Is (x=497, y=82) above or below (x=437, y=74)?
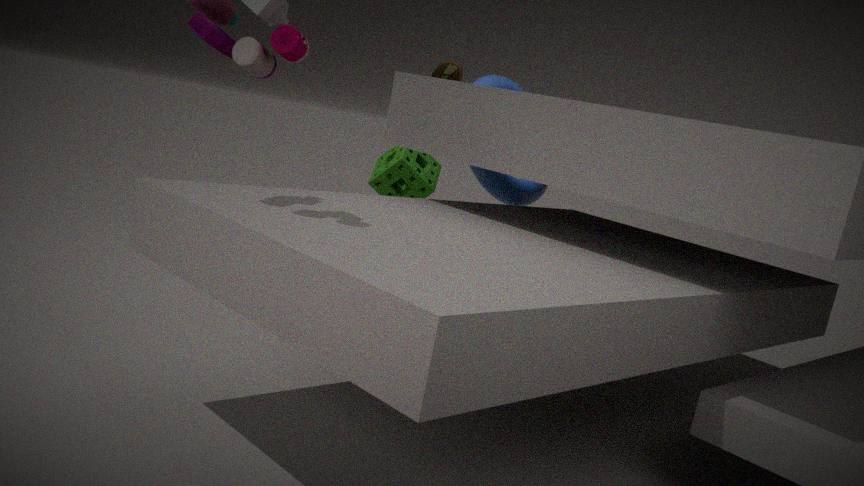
below
